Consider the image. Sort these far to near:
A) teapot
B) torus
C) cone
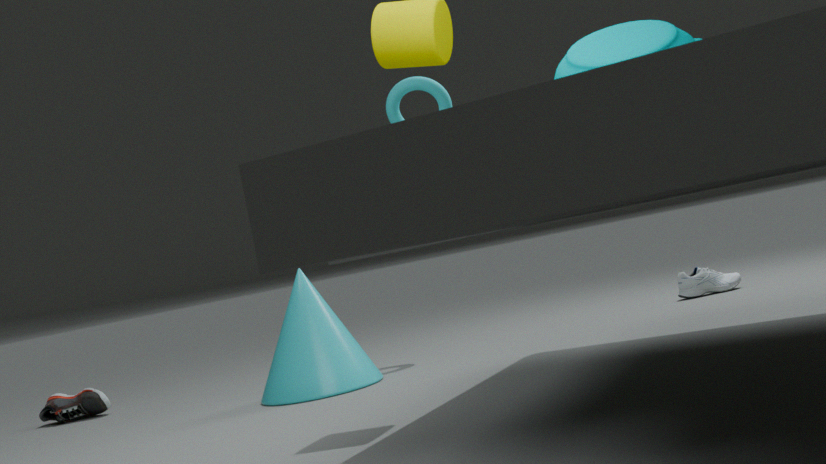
torus → cone → teapot
